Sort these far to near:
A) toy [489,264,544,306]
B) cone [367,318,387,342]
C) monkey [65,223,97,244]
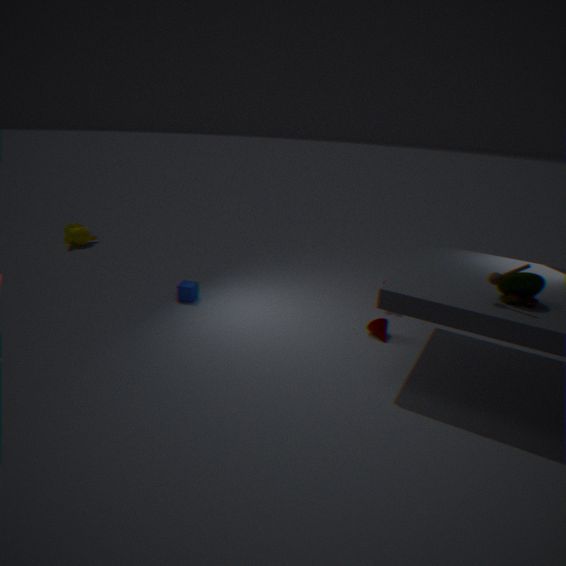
monkey [65,223,97,244], cone [367,318,387,342], toy [489,264,544,306]
